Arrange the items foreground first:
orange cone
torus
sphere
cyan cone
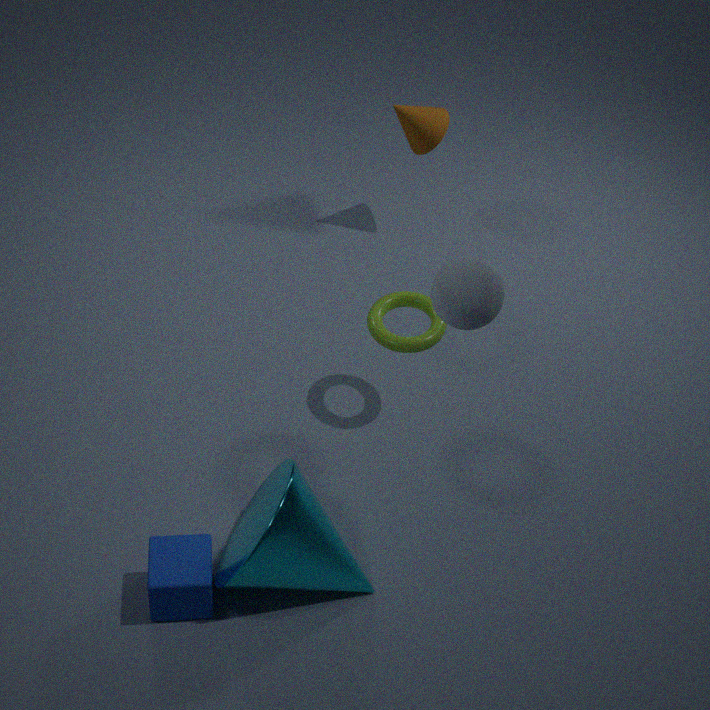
sphere < cyan cone < torus < orange cone
